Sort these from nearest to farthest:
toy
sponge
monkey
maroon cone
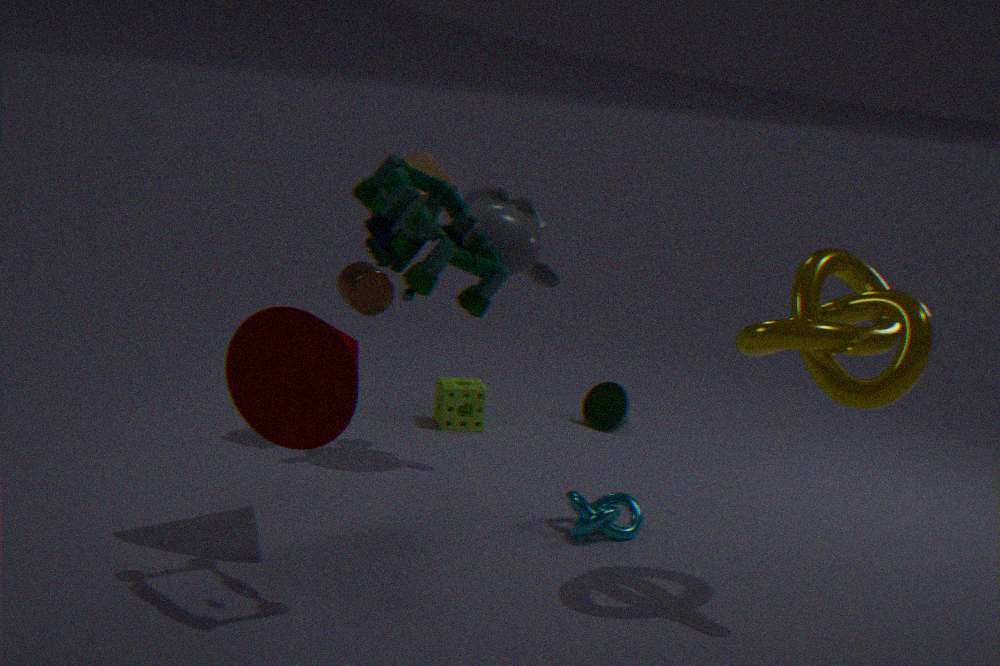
1. toy
2. maroon cone
3. monkey
4. sponge
